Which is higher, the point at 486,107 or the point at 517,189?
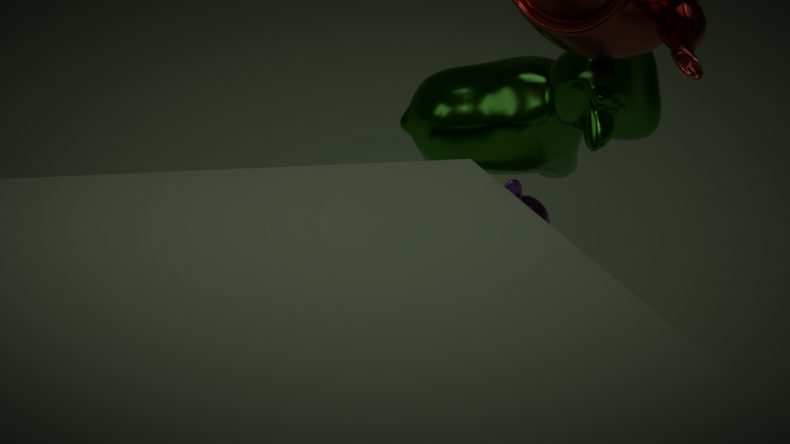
the point at 486,107
